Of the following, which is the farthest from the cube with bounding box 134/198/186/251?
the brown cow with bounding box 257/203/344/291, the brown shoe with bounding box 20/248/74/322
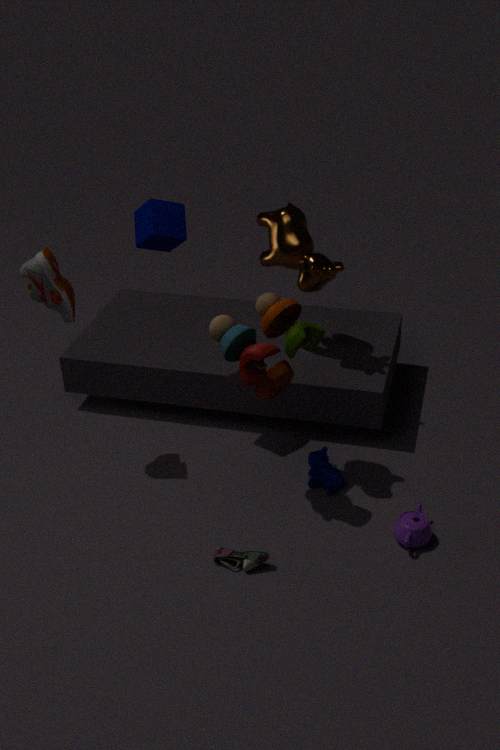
the brown cow with bounding box 257/203/344/291
